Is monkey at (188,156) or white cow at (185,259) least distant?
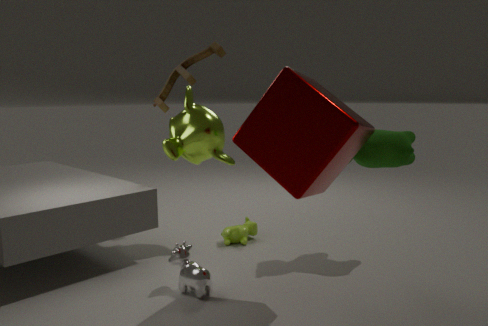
white cow at (185,259)
